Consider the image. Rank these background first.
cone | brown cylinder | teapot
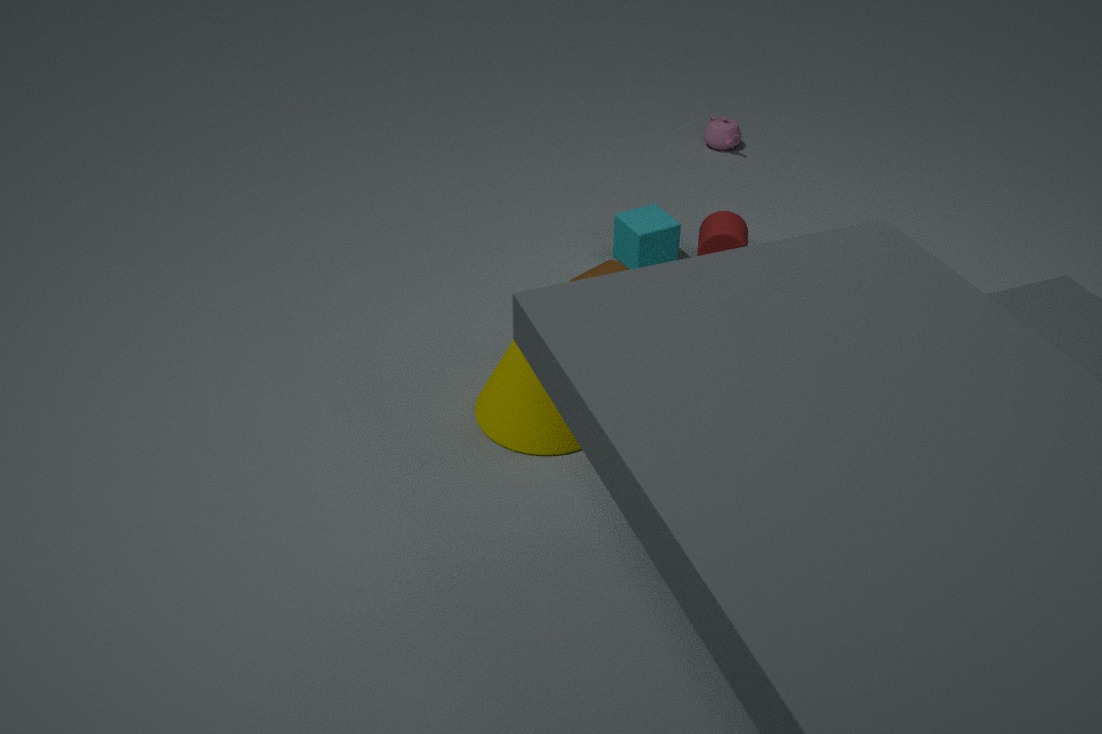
1. teapot
2. brown cylinder
3. cone
